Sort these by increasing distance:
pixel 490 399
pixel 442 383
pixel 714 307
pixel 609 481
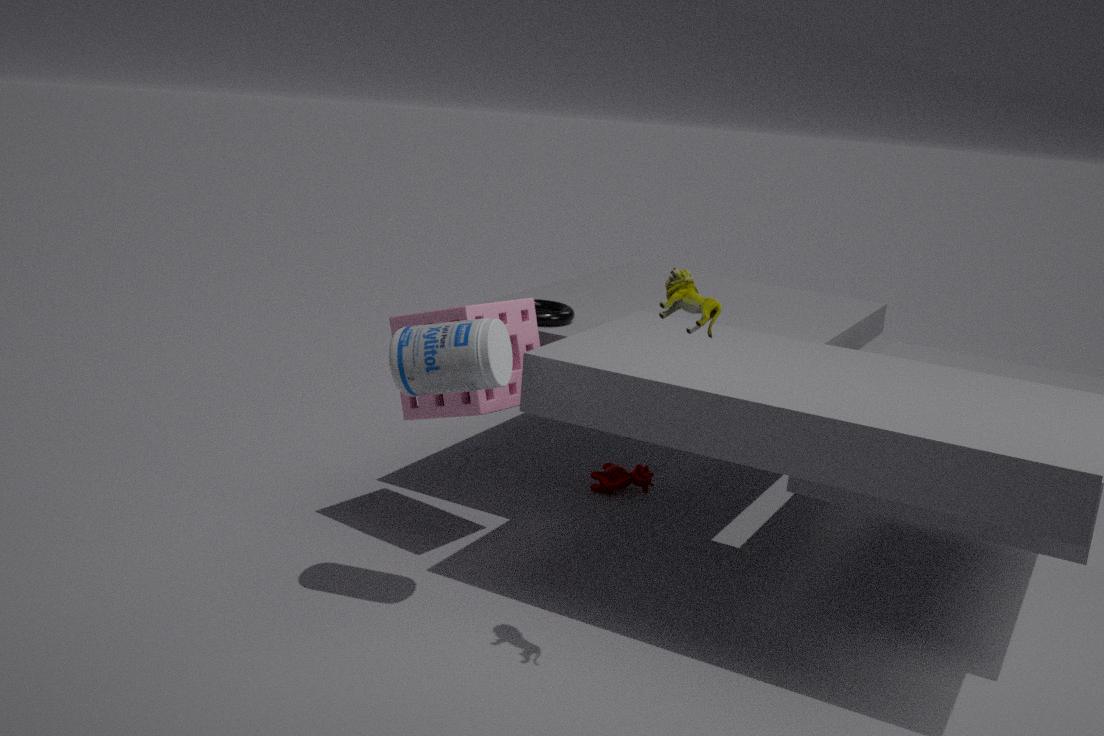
pixel 714 307
pixel 442 383
pixel 490 399
pixel 609 481
